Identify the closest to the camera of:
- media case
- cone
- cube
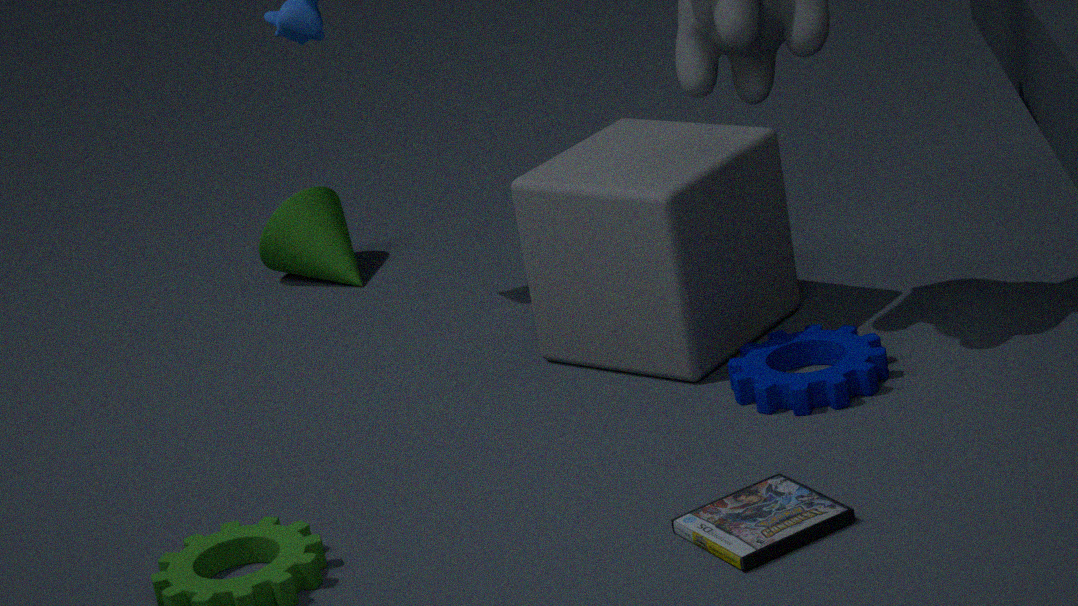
media case
